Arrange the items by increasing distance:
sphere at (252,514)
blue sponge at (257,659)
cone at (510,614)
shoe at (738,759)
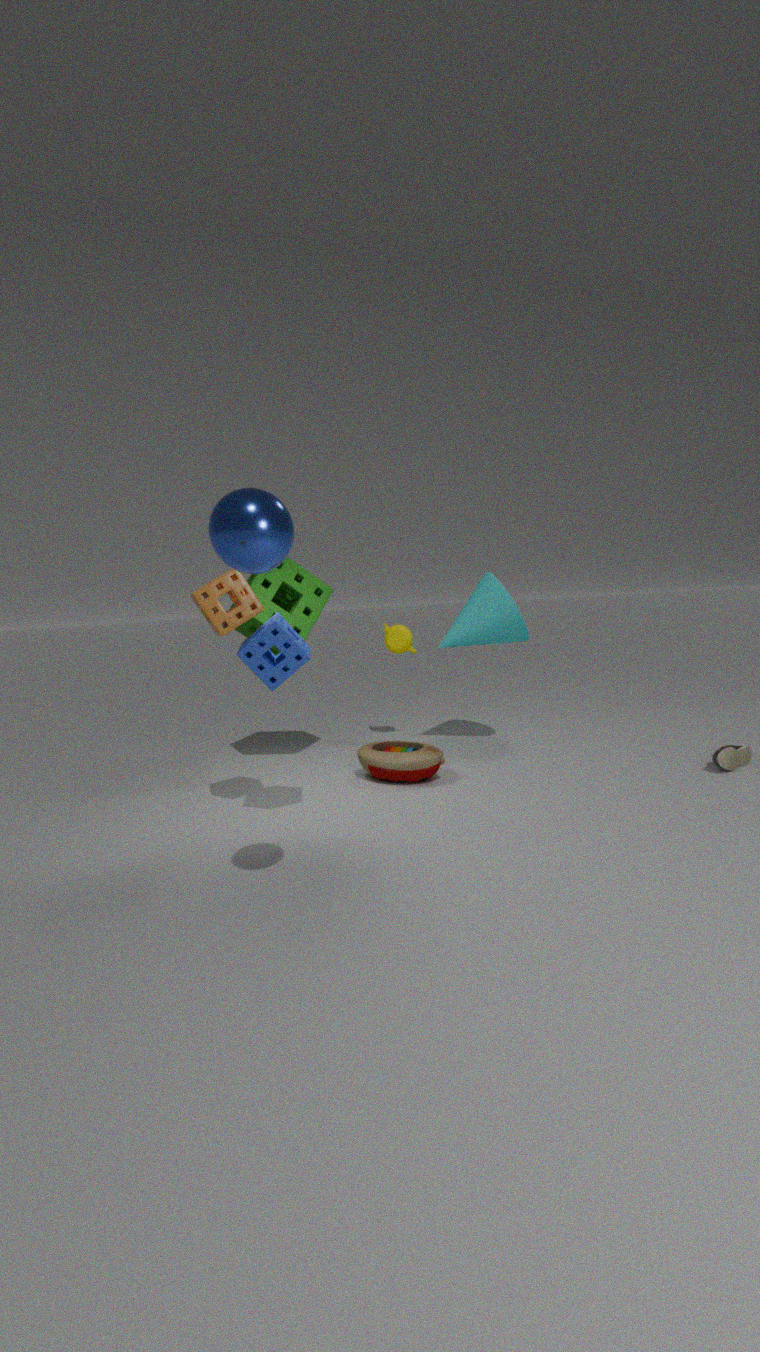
sphere at (252,514) → blue sponge at (257,659) → shoe at (738,759) → cone at (510,614)
